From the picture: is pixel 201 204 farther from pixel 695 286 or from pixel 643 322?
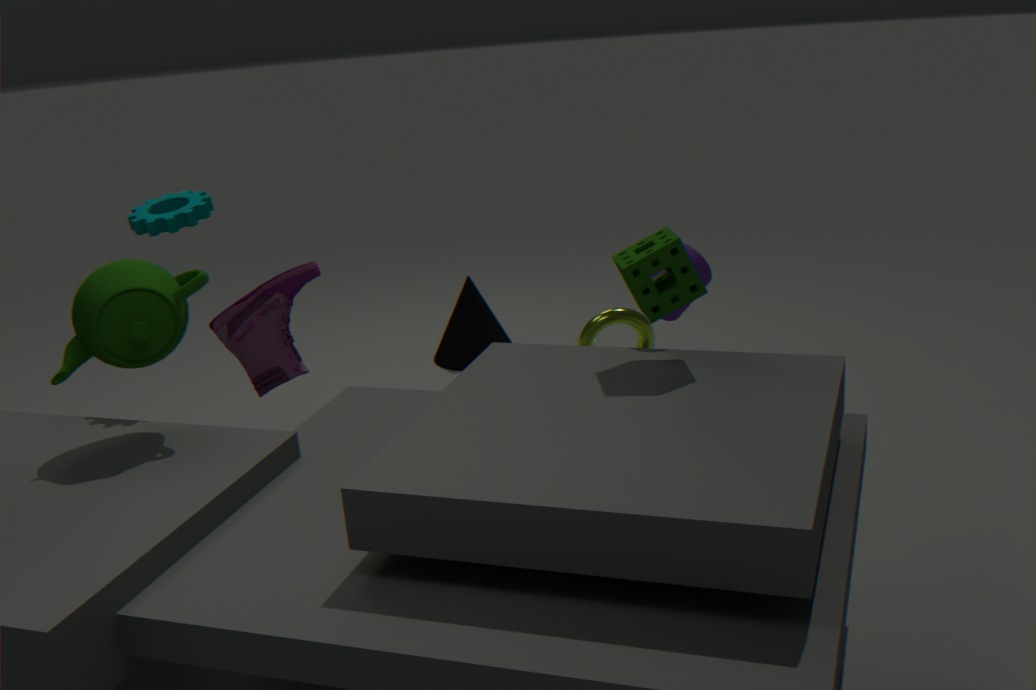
pixel 695 286
